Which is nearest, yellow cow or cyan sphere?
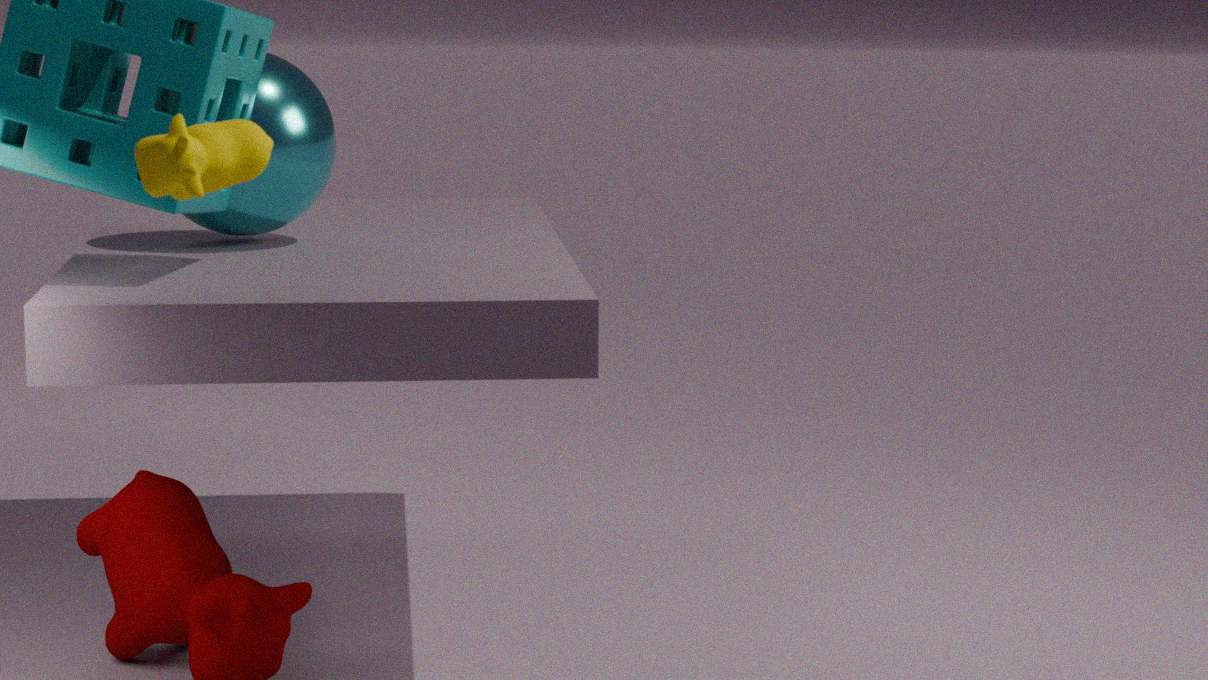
yellow cow
